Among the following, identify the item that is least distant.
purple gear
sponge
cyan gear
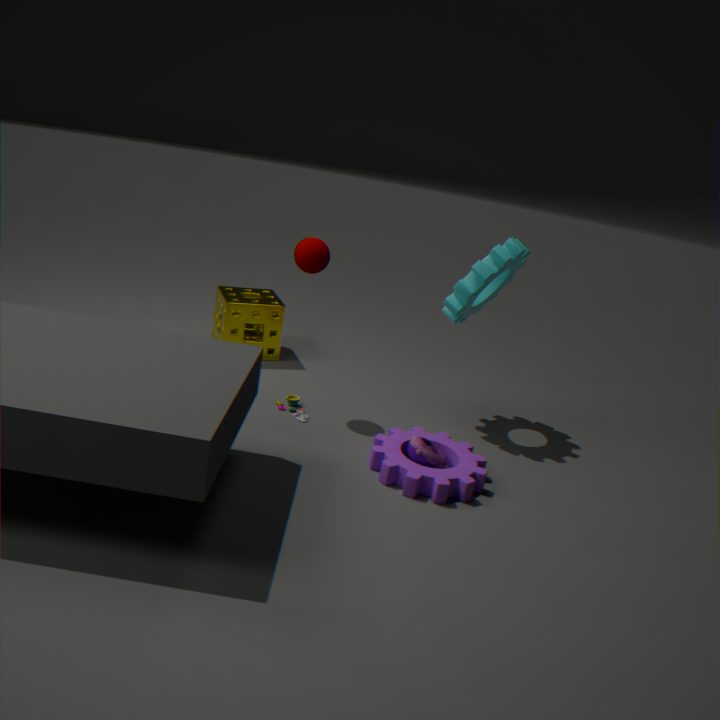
purple gear
